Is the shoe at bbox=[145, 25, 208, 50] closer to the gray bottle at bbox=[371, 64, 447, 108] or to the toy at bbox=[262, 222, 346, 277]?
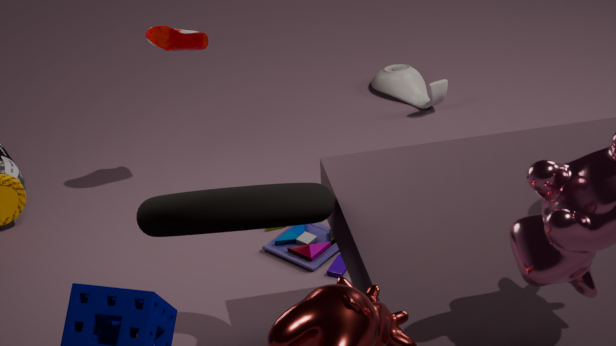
the toy at bbox=[262, 222, 346, 277]
